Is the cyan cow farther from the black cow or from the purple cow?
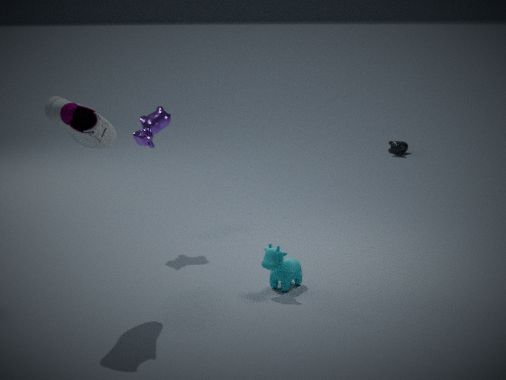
the black cow
